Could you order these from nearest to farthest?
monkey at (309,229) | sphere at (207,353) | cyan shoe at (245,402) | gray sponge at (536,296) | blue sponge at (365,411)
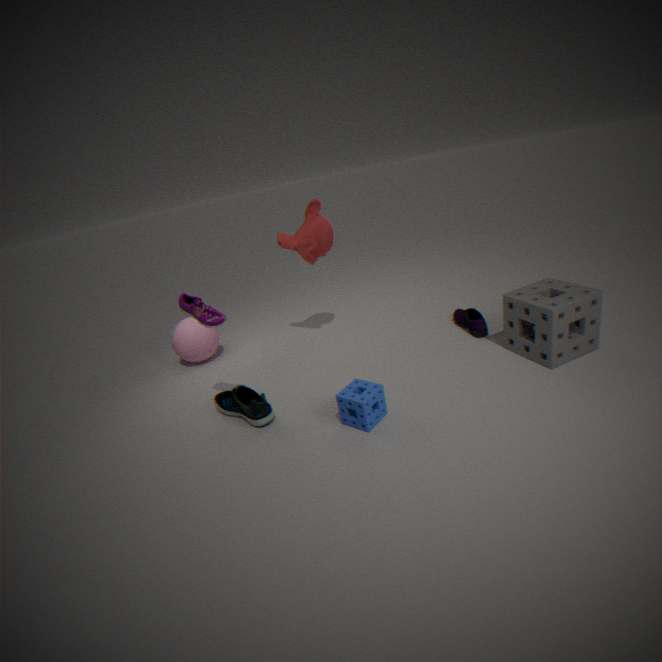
blue sponge at (365,411) → gray sponge at (536,296) → cyan shoe at (245,402) → monkey at (309,229) → sphere at (207,353)
